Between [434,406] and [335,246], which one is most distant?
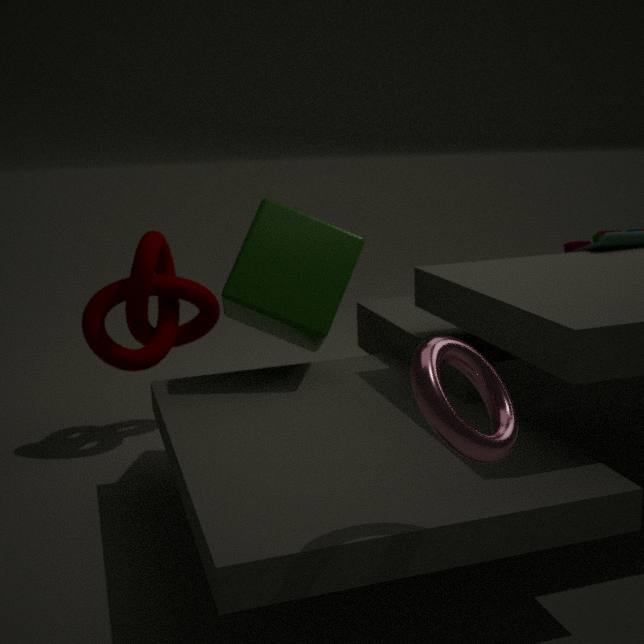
[335,246]
